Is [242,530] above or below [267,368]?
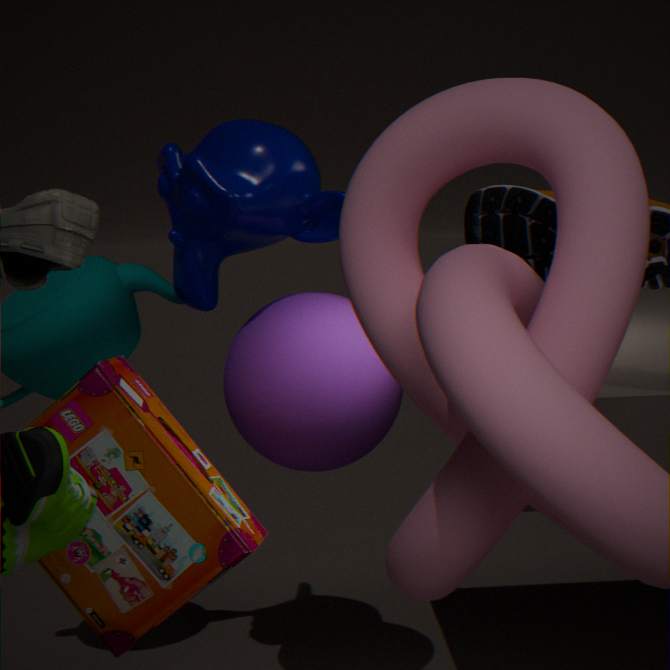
below
